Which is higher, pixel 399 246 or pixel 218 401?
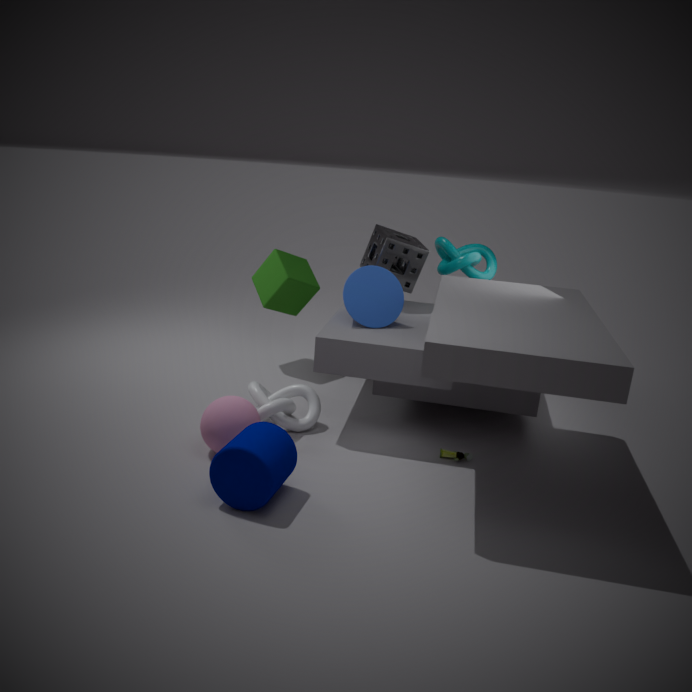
pixel 399 246
